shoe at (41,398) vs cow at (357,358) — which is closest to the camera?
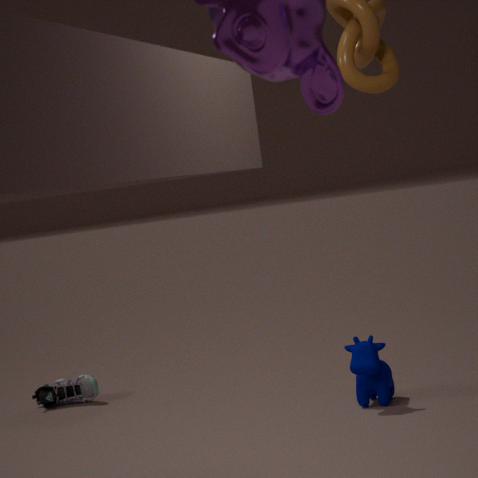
cow at (357,358)
